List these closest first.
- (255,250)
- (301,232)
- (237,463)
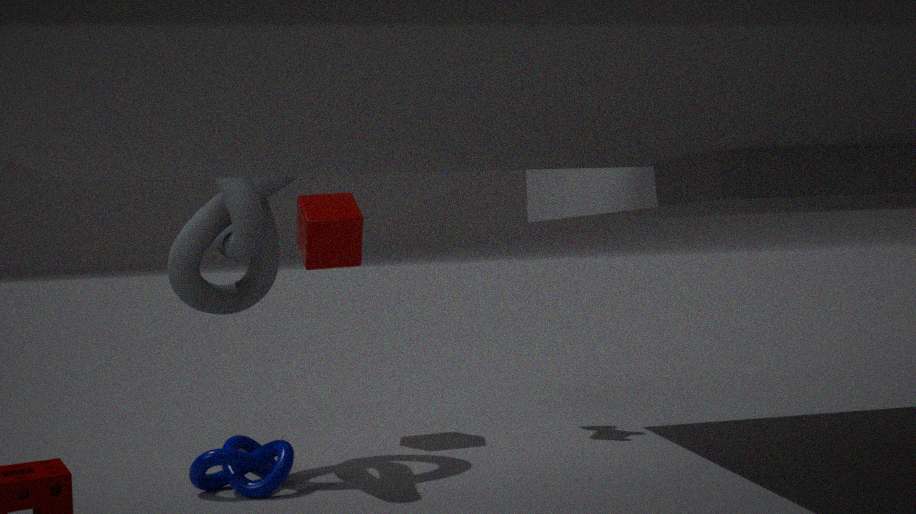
(237,463) < (255,250) < (301,232)
